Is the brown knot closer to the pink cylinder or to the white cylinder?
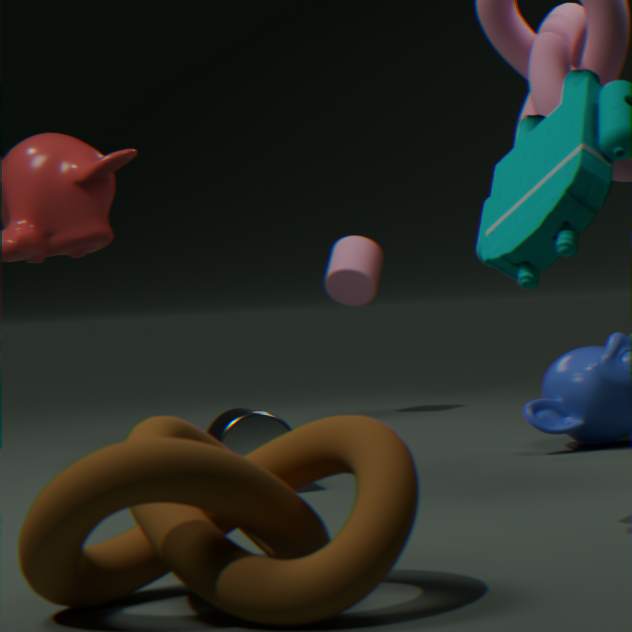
the white cylinder
